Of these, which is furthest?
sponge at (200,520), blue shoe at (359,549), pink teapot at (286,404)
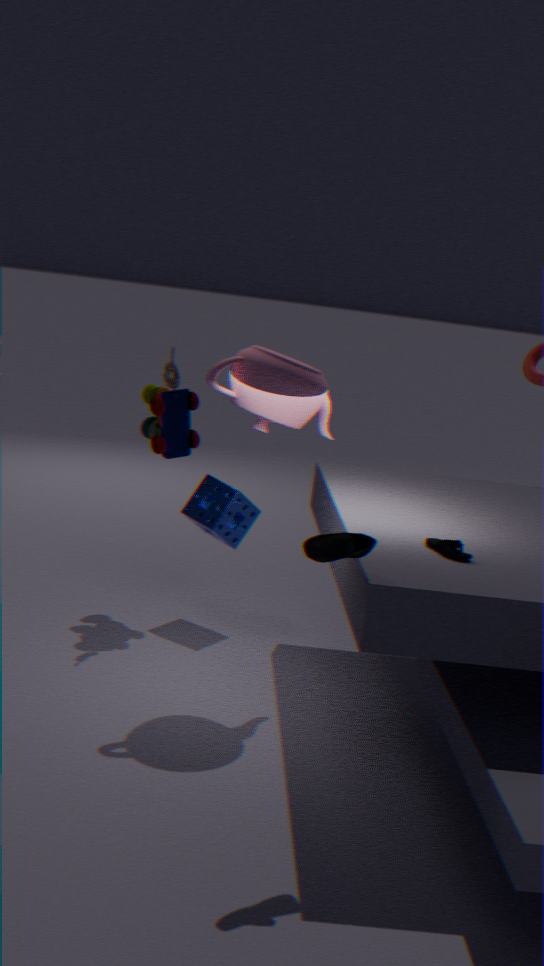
sponge at (200,520)
